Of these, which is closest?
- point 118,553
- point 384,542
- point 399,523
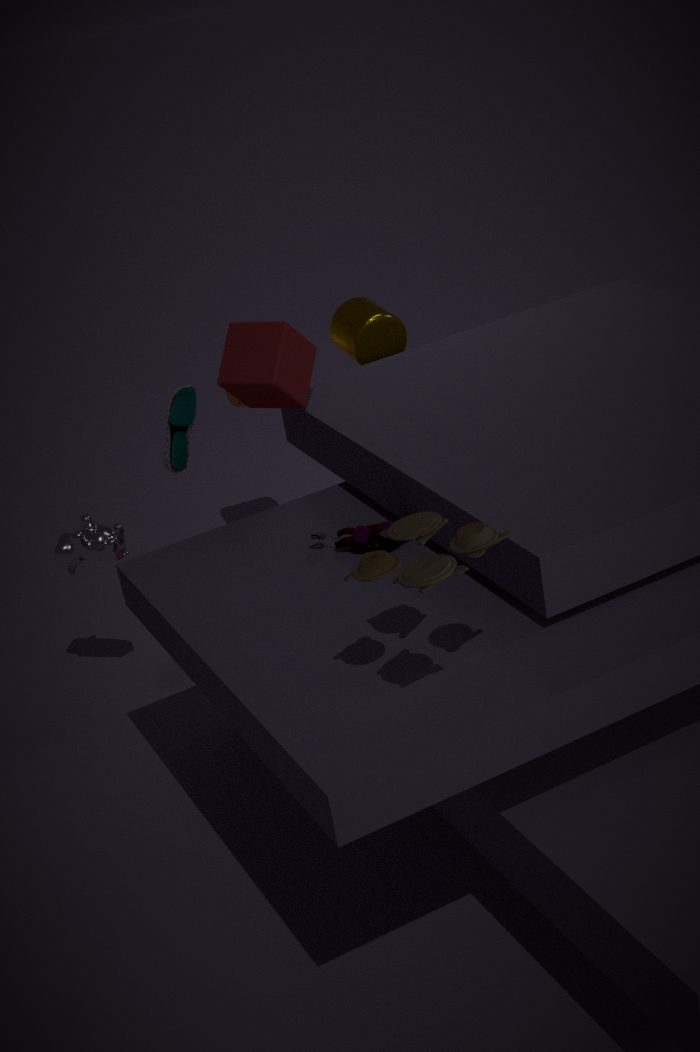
point 399,523
